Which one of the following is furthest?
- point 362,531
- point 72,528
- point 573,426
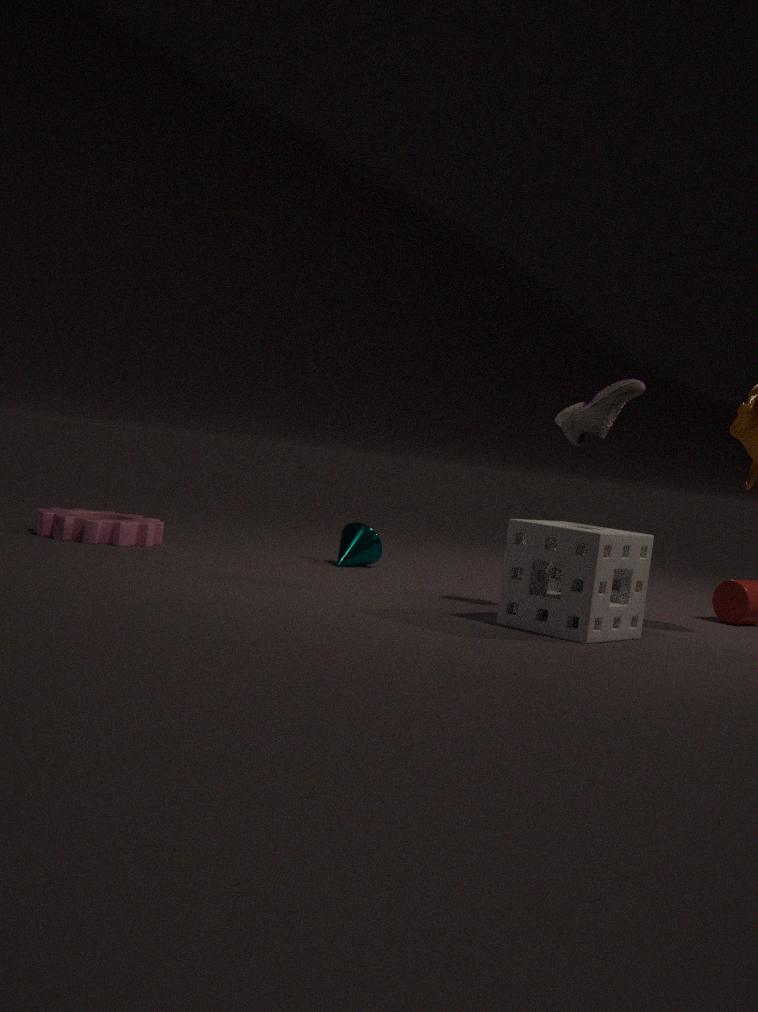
point 362,531
